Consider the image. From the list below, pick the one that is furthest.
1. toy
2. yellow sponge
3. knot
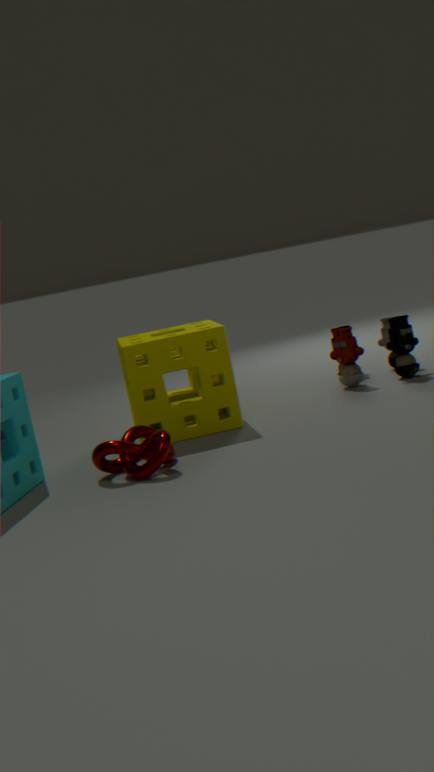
toy
